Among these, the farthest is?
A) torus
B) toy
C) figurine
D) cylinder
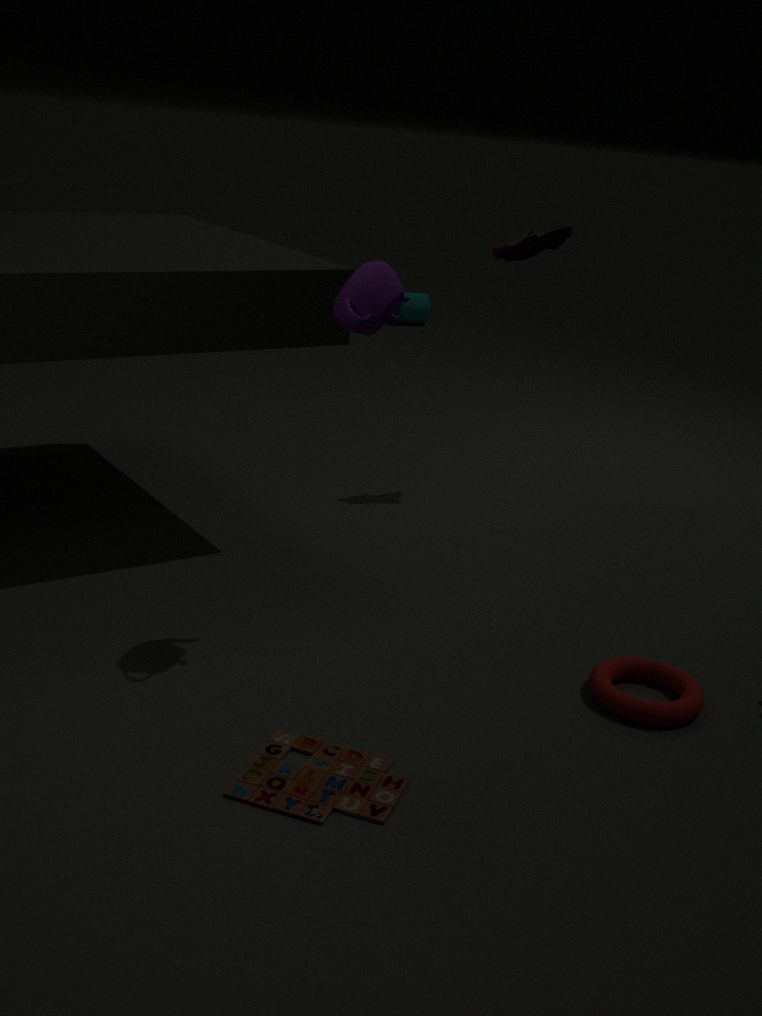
cylinder
